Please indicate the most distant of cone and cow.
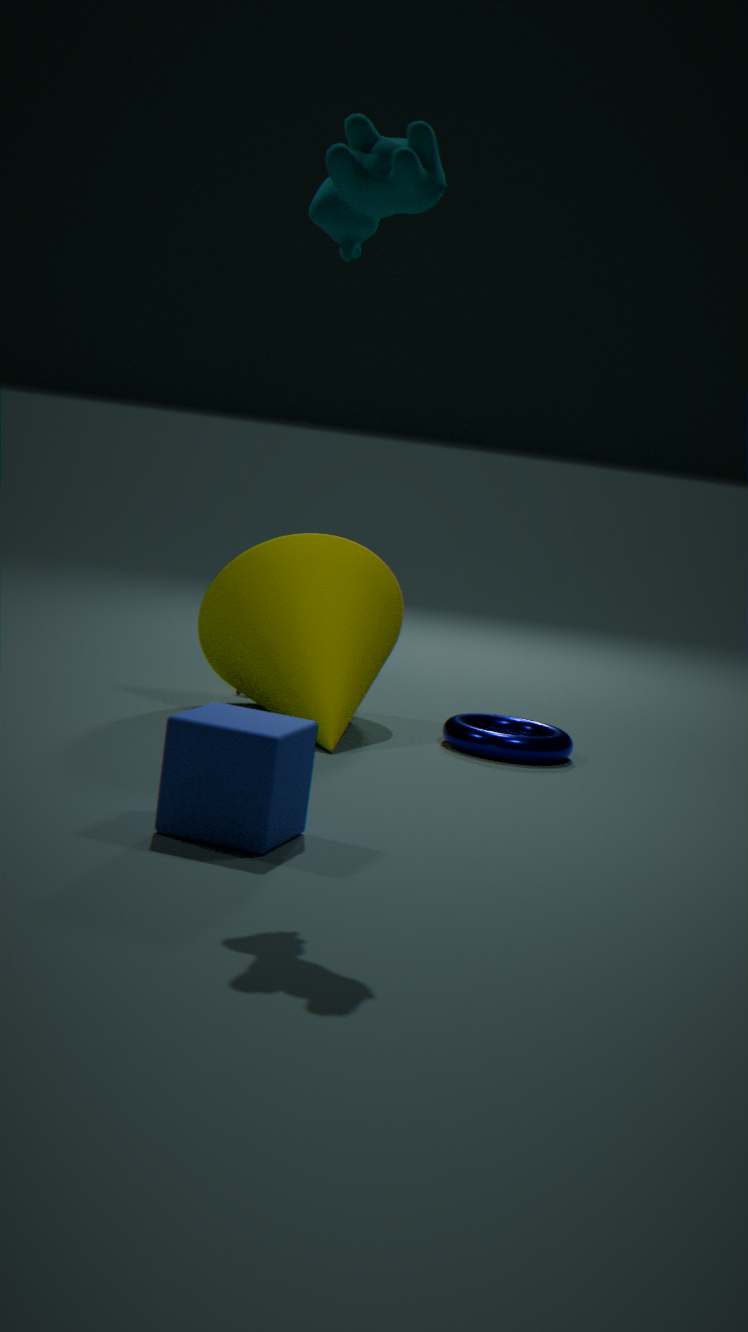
cone
